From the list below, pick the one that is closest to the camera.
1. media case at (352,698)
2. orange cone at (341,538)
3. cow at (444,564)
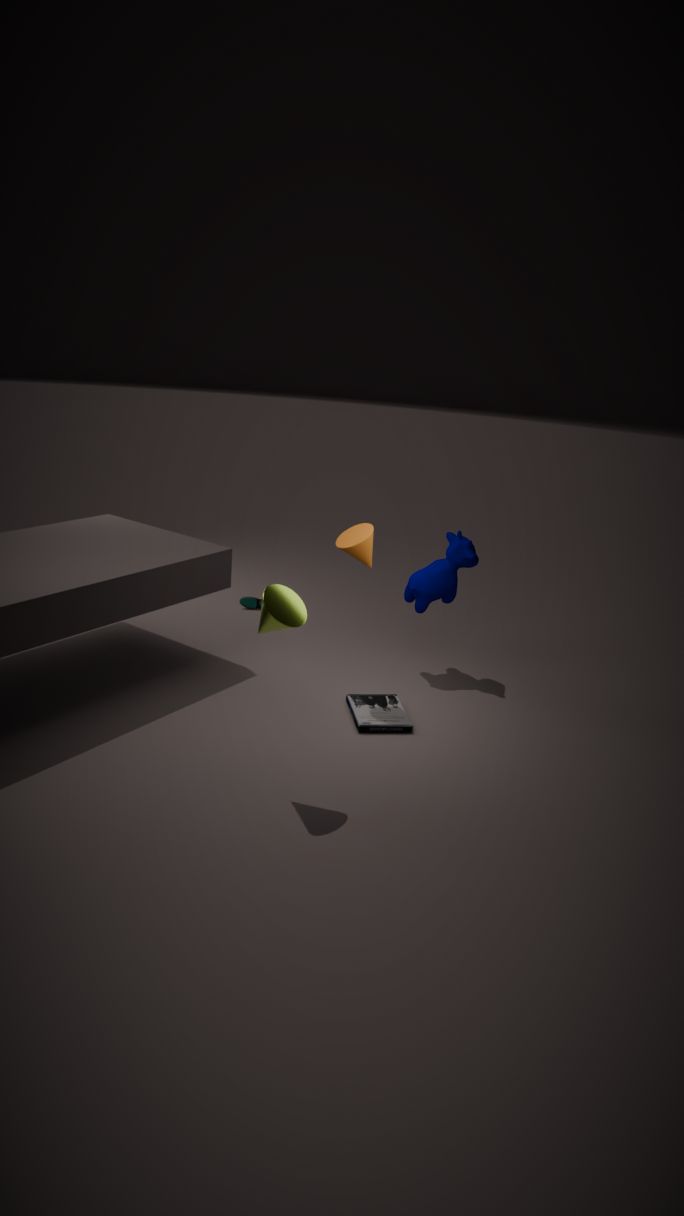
media case at (352,698)
